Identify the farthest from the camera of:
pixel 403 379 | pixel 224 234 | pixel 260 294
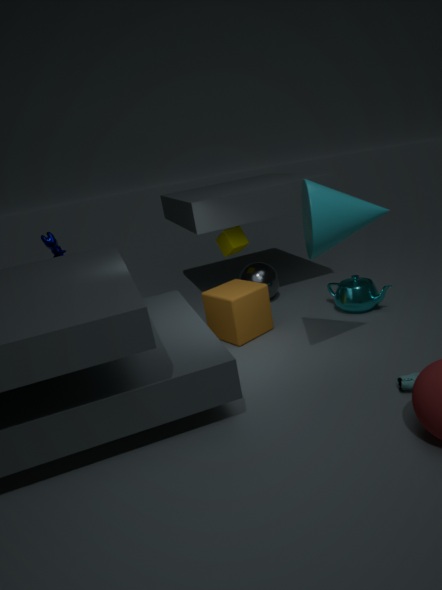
pixel 224 234
